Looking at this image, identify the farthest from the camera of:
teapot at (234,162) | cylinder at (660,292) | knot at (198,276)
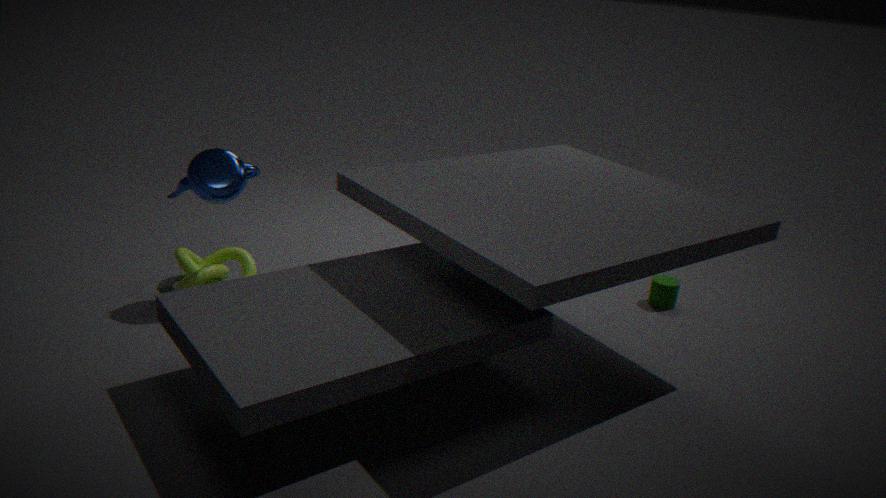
cylinder at (660,292)
